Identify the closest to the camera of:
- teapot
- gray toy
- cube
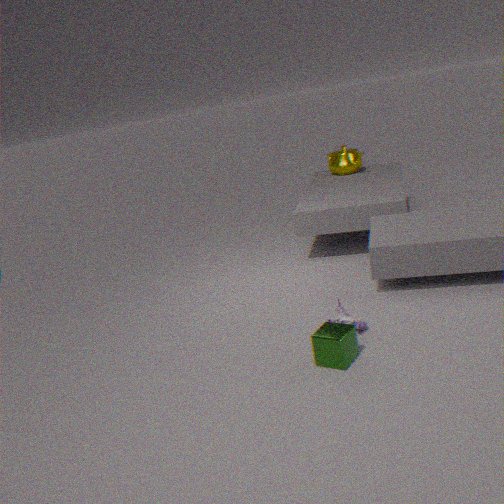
cube
